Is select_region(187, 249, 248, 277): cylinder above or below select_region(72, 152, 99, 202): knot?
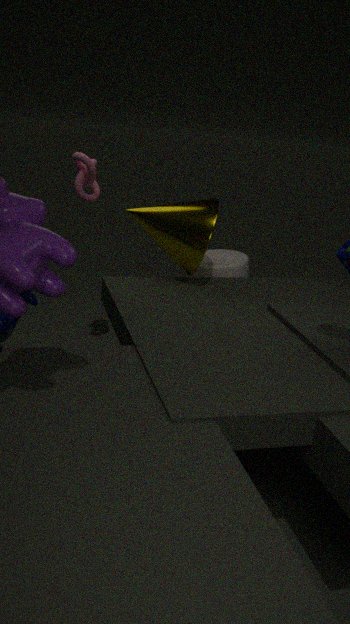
below
